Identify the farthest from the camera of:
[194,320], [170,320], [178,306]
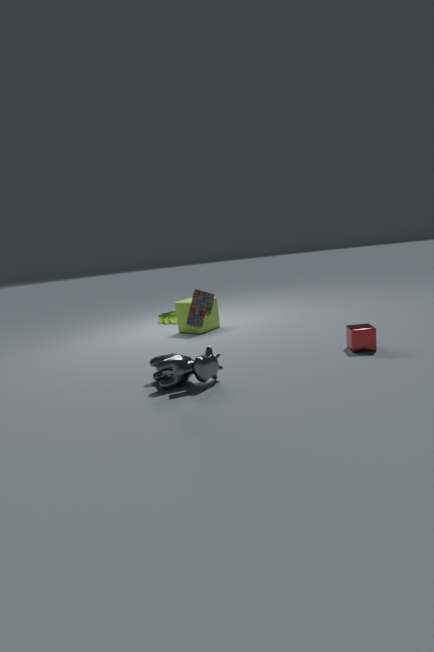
[170,320]
